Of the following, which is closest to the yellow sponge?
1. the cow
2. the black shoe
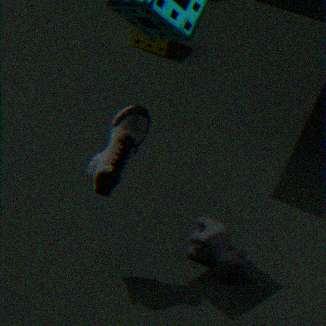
the cow
